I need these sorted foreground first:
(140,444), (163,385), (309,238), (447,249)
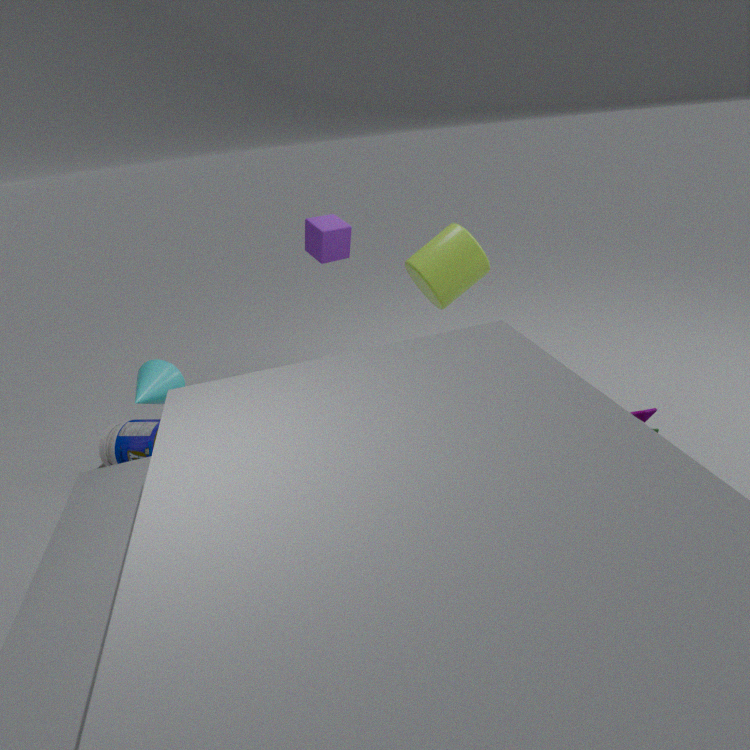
(163,385)
(309,238)
(140,444)
(447,249)
